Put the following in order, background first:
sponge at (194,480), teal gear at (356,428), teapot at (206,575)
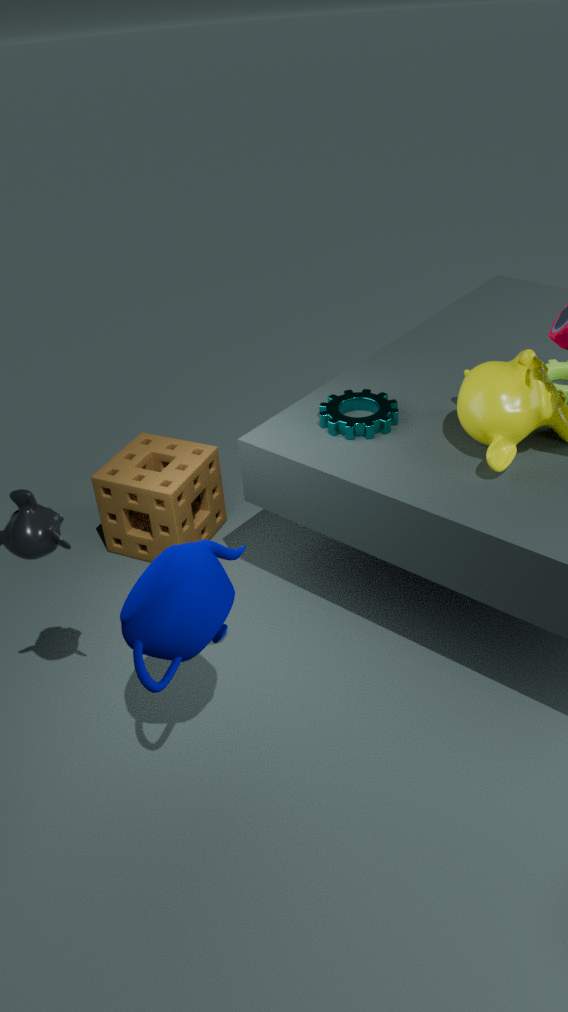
sponge at (194,480) → teal gear at (356,428) → teapot at (206,575)
